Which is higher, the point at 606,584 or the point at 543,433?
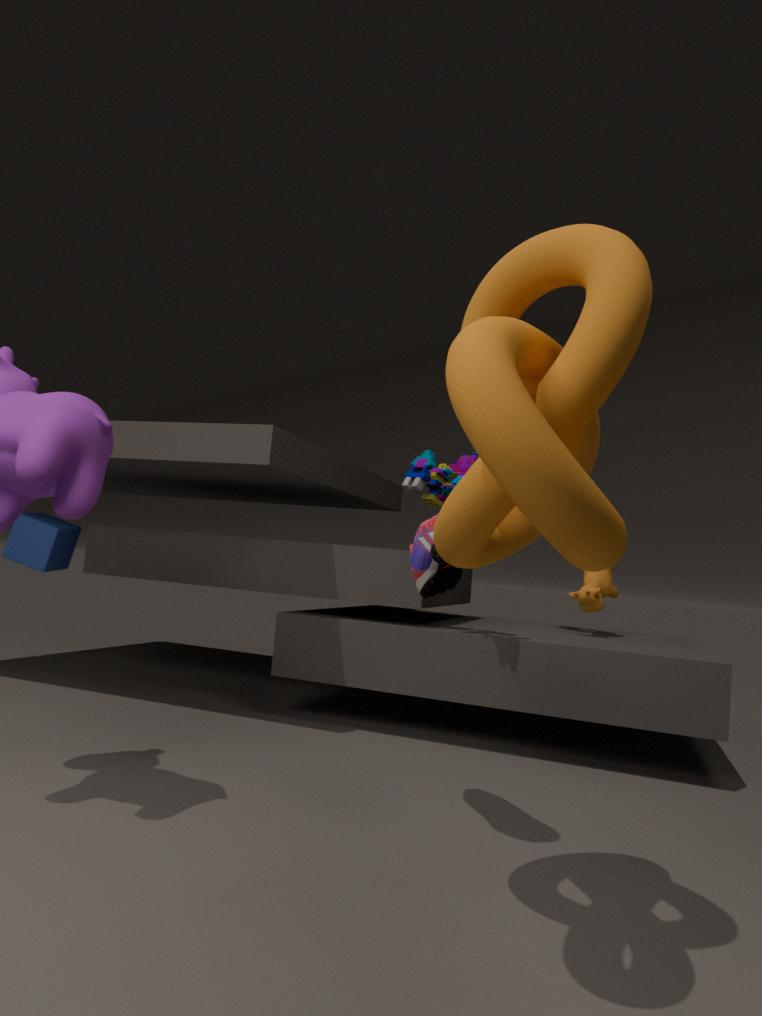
the point at 543,433
